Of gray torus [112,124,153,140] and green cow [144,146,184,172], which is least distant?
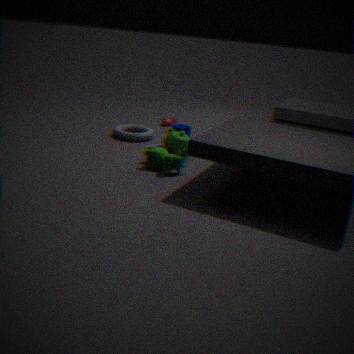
green cow [144,146,184,172]
